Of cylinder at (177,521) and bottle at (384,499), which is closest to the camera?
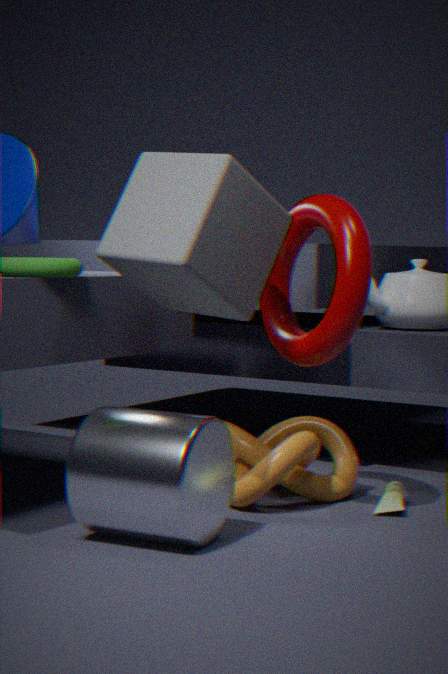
cylinder at (177,521)
